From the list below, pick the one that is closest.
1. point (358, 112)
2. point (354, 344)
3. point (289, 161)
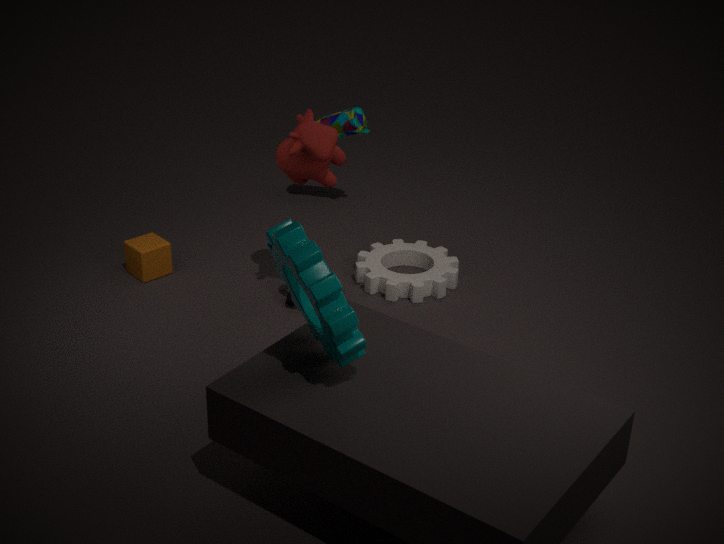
point (354, 344)
